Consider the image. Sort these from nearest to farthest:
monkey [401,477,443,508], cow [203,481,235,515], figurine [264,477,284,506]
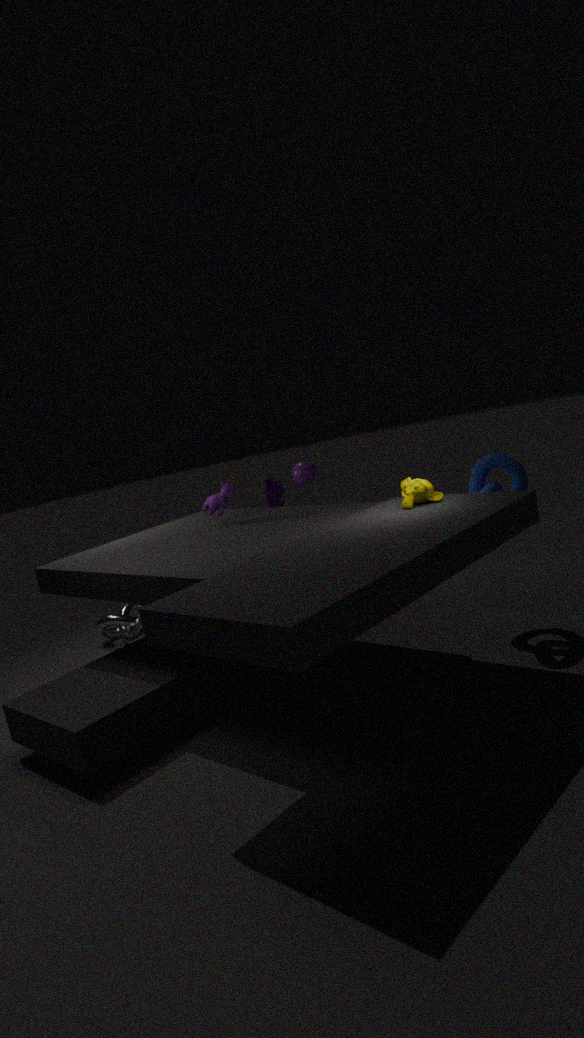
monkey [401,477,443,508], cow [203,481,235,515], figurine [264,477,284,506]
